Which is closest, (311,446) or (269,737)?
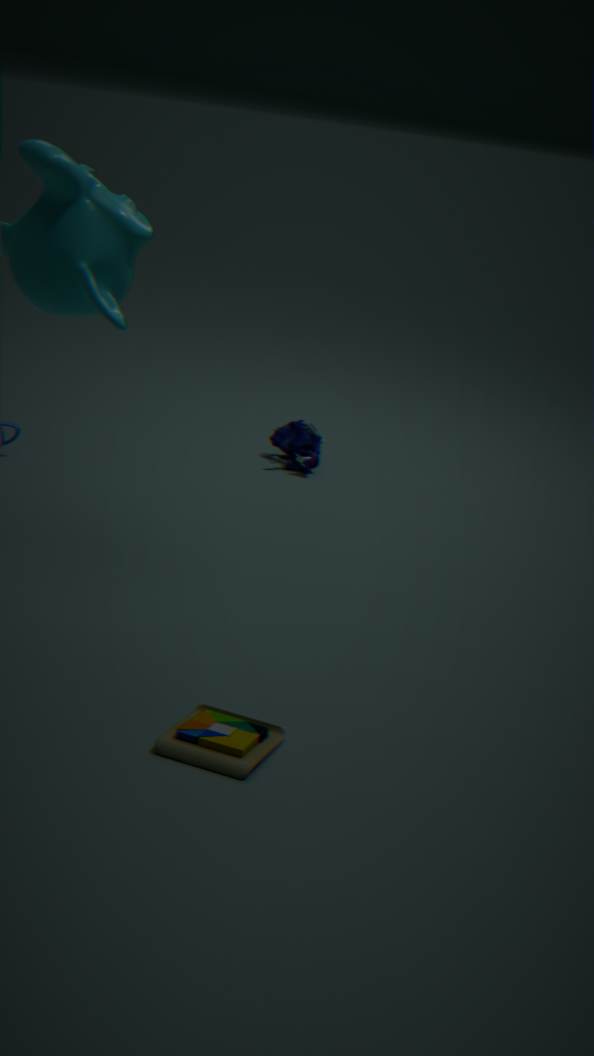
(269,737)
